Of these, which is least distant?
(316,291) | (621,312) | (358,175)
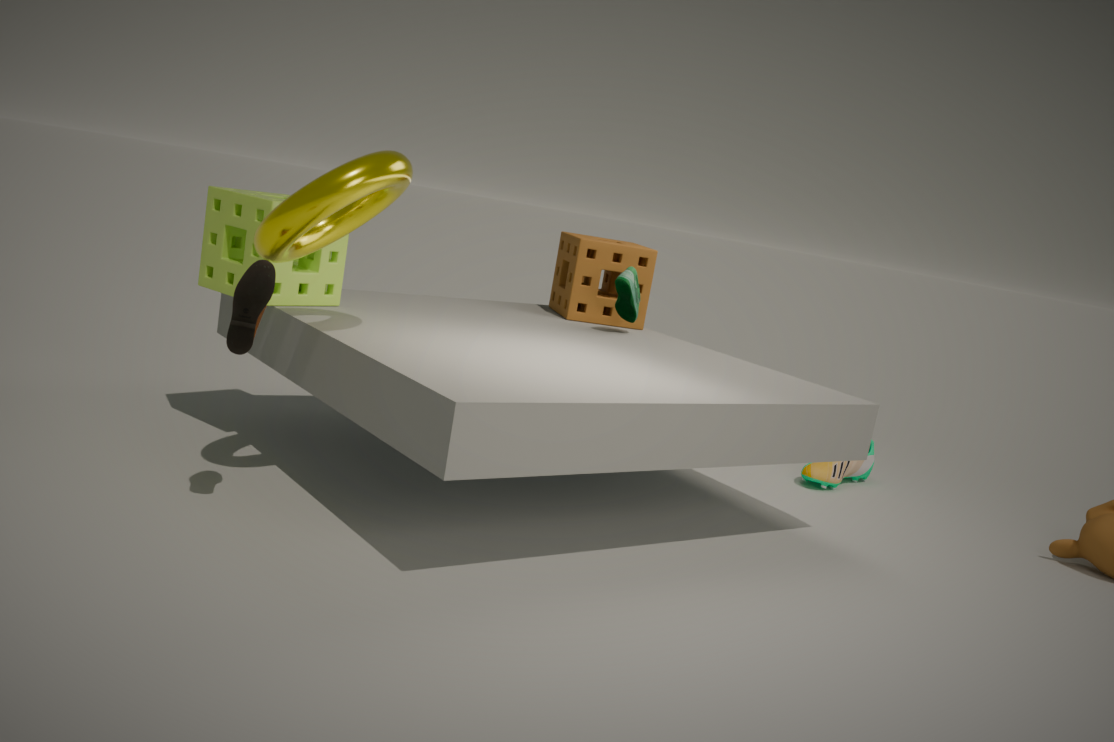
(358,175)
